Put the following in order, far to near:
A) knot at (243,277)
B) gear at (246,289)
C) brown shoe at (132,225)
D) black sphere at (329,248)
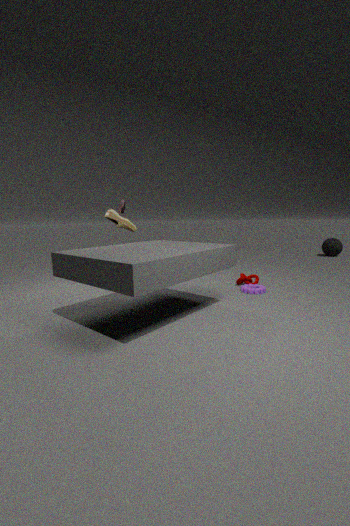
black sphere at (329,248), knot at (243,277), gear at (246,289), brown shoe at (132,225)
